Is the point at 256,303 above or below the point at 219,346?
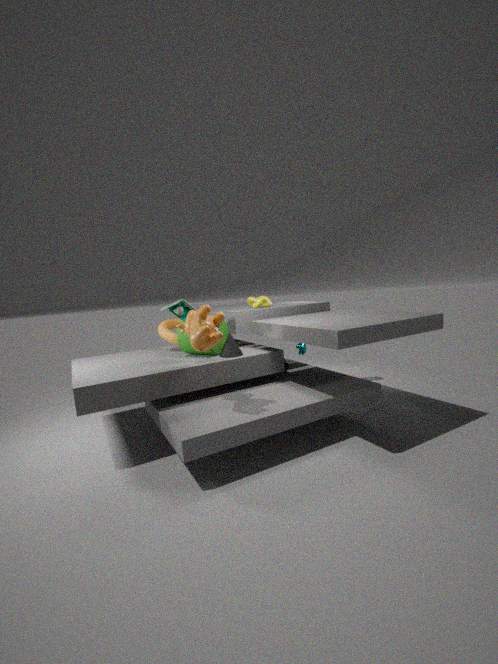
above
